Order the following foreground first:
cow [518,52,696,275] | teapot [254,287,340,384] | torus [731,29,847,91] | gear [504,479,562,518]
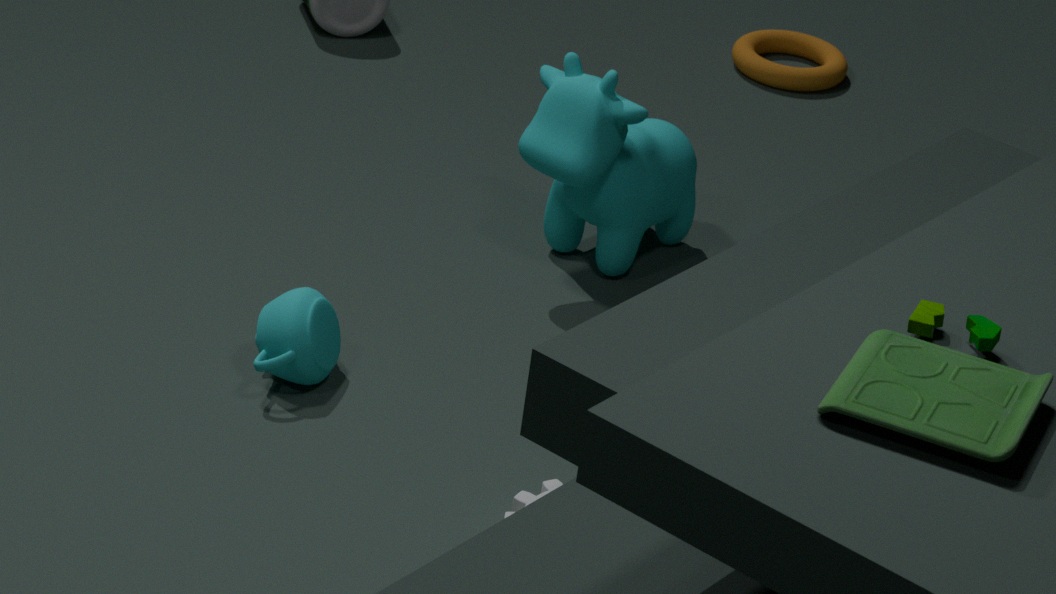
gear [504,479,562,518] < teapot [254,287,340,384] < cow [518,52,696,275] < torus [731,29,847,91]
